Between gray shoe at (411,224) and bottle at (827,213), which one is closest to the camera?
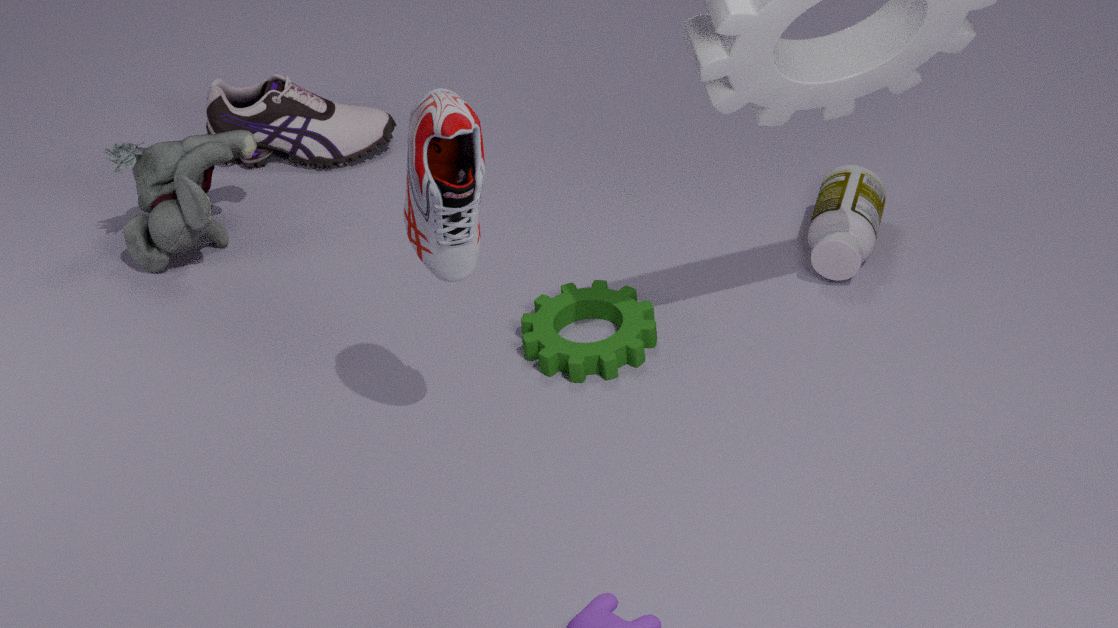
gray shoe at (411,224)
